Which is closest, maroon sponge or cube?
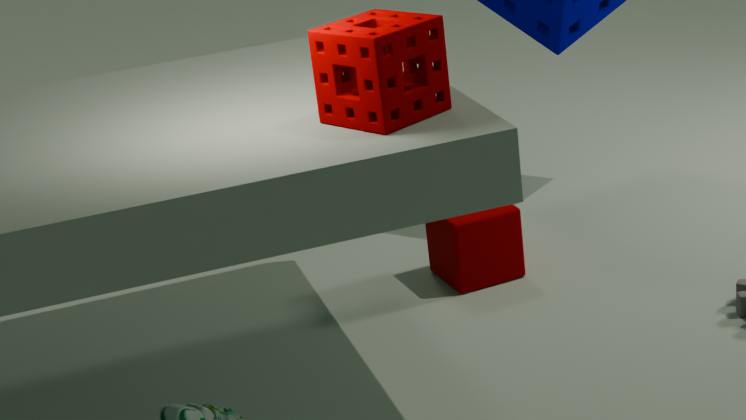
maroon sponge
